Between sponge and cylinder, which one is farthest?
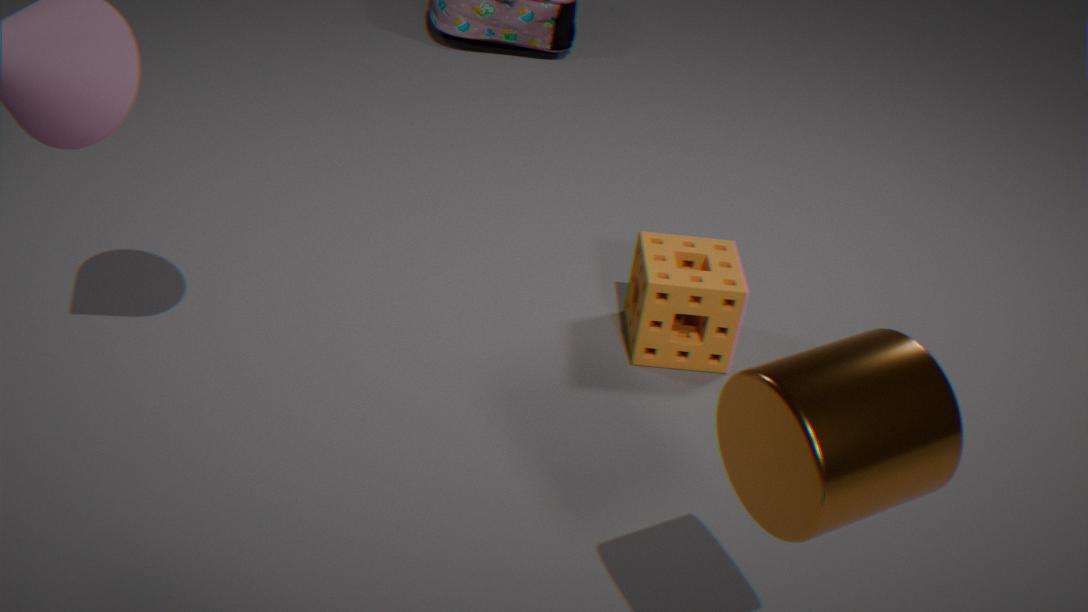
sponge
